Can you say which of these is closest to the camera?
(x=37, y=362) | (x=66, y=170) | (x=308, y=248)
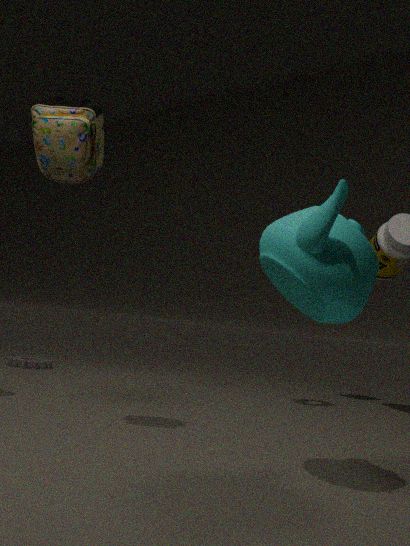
(x=308, y=248)
